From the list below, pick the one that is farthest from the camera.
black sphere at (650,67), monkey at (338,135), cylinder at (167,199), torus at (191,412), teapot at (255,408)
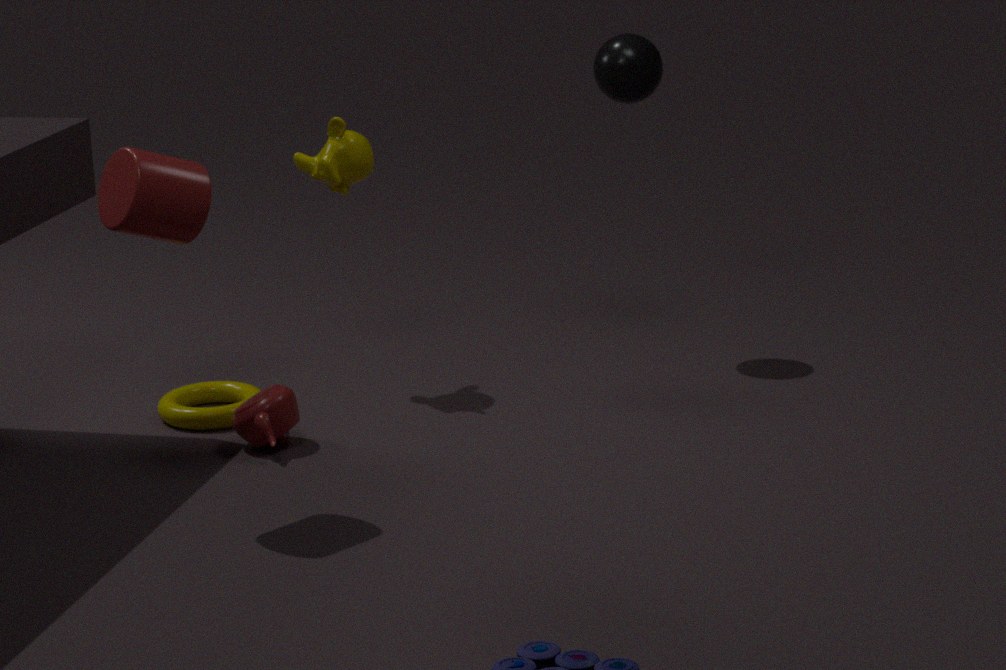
black sphere at (650,67)
